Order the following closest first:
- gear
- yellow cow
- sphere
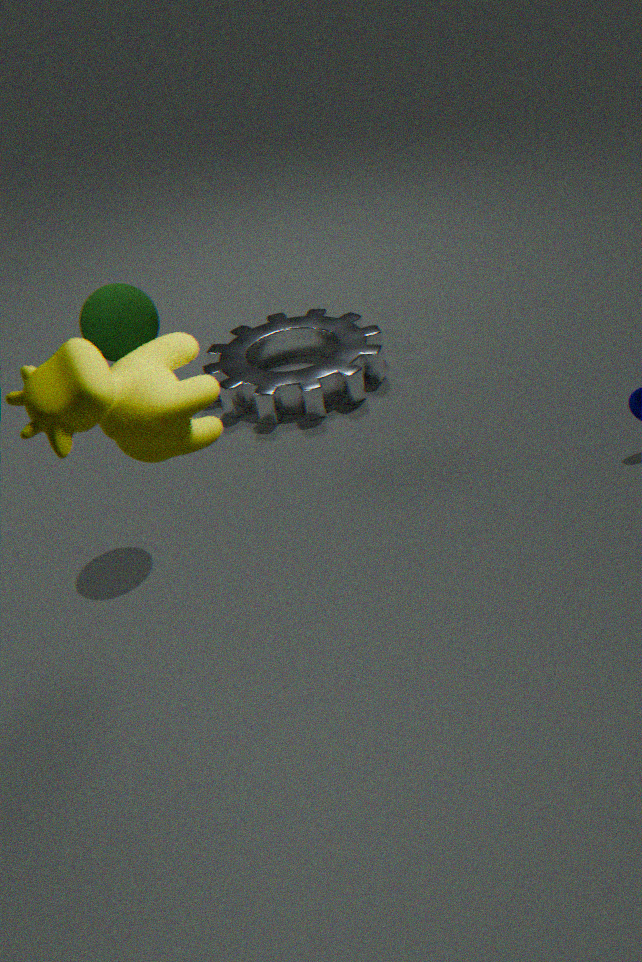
yellow cow → sphere → gear
